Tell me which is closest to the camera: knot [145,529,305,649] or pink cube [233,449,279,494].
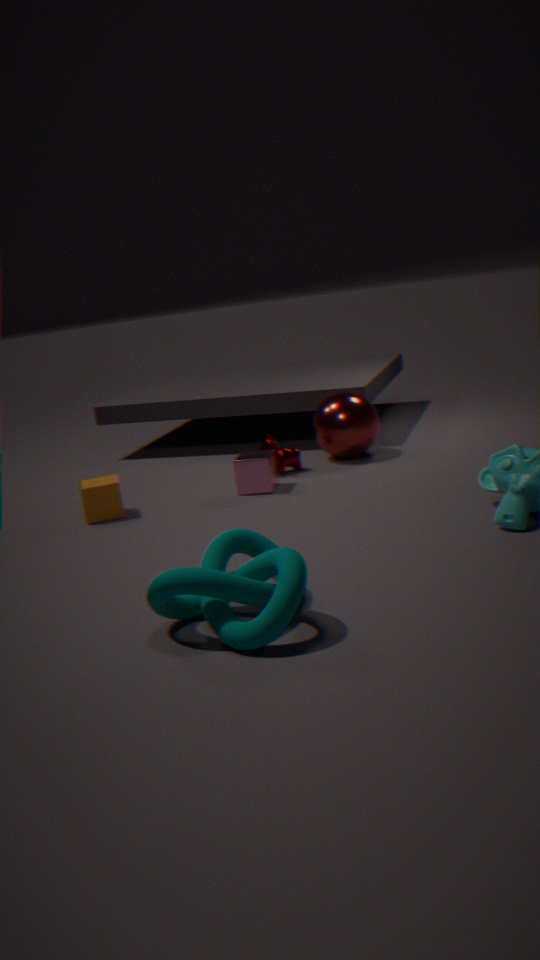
knot [145,529,305,649]
